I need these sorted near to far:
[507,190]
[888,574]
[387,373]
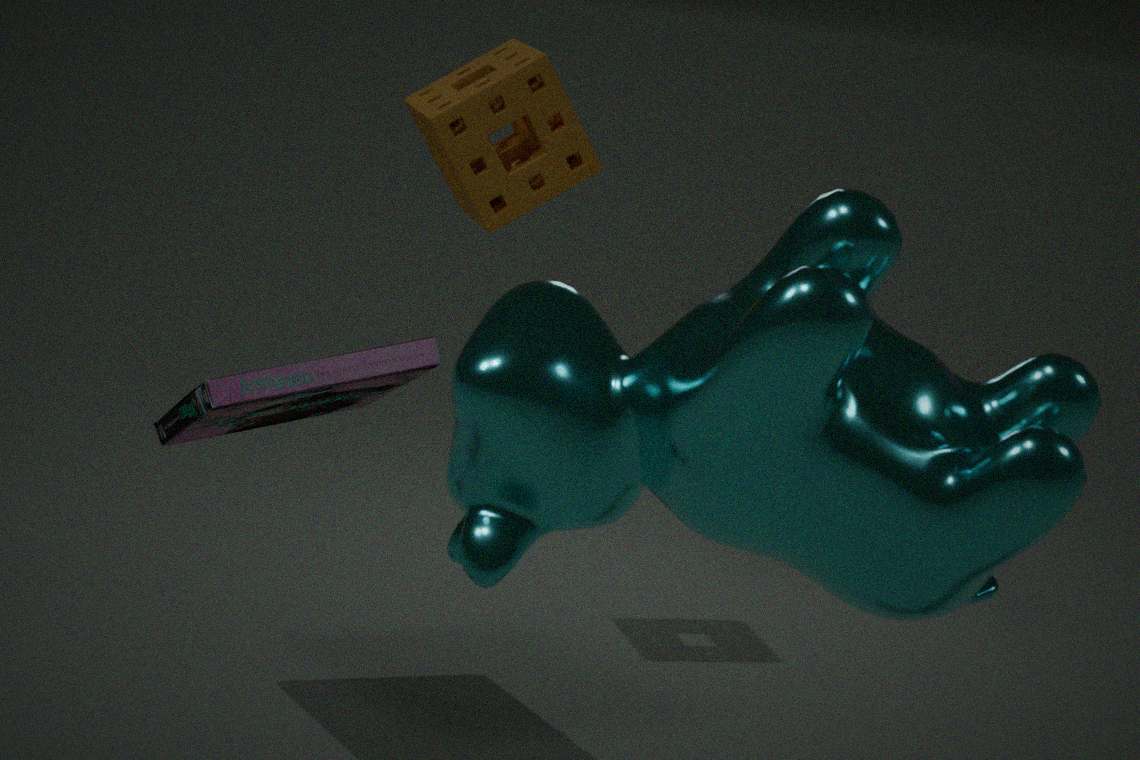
[888,574] → [387,373] → [507,190]
